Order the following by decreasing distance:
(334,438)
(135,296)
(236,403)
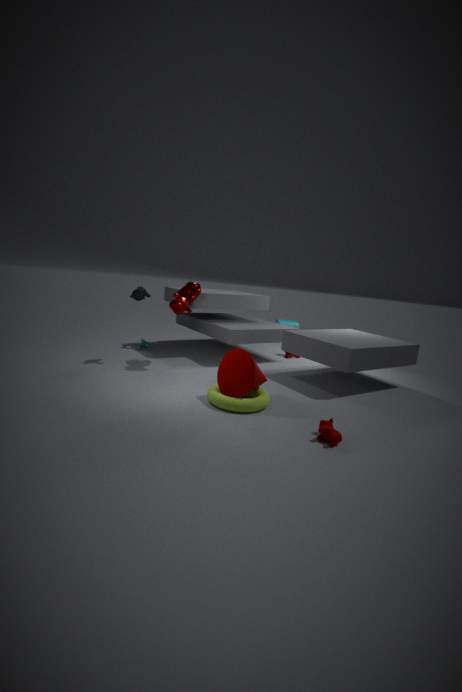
(135,296) < (236,403) < (334,438)
